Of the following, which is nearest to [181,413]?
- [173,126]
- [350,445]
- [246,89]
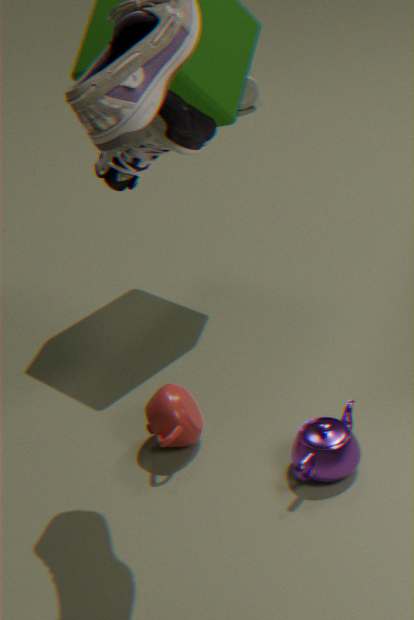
[350,445]
